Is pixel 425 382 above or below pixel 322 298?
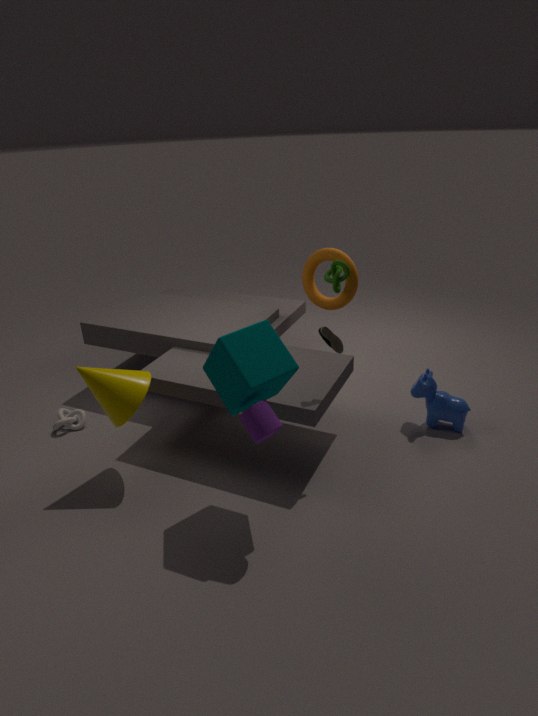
below
